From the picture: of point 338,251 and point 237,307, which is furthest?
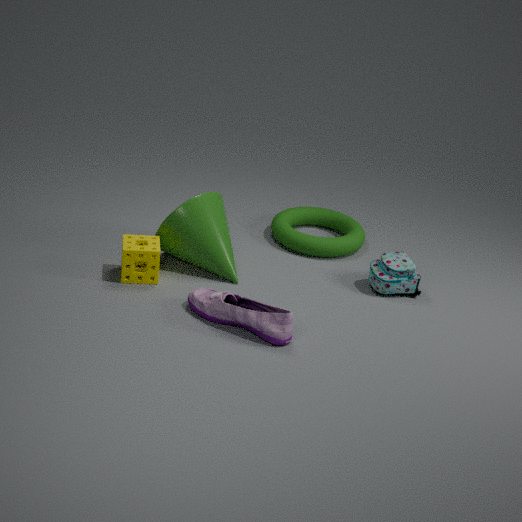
point 338,251
